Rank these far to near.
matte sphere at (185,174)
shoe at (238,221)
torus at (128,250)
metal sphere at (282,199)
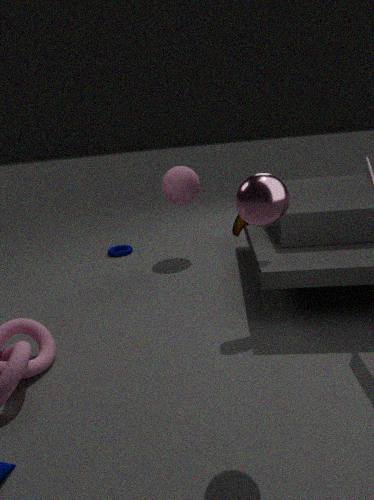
torus at (128,250) < matte sphere at (185,174) < shoe at (238,221) < metal sphere at (282,199)
